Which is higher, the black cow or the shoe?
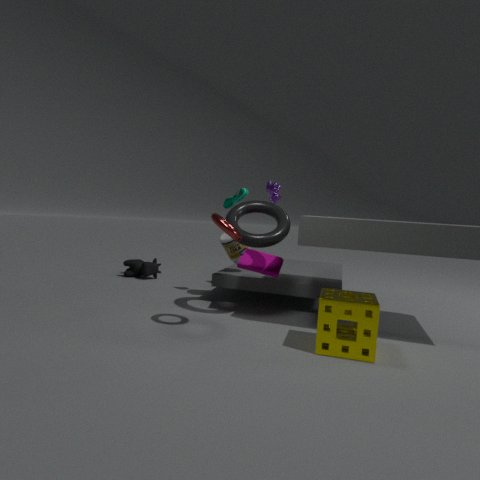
the shoe
